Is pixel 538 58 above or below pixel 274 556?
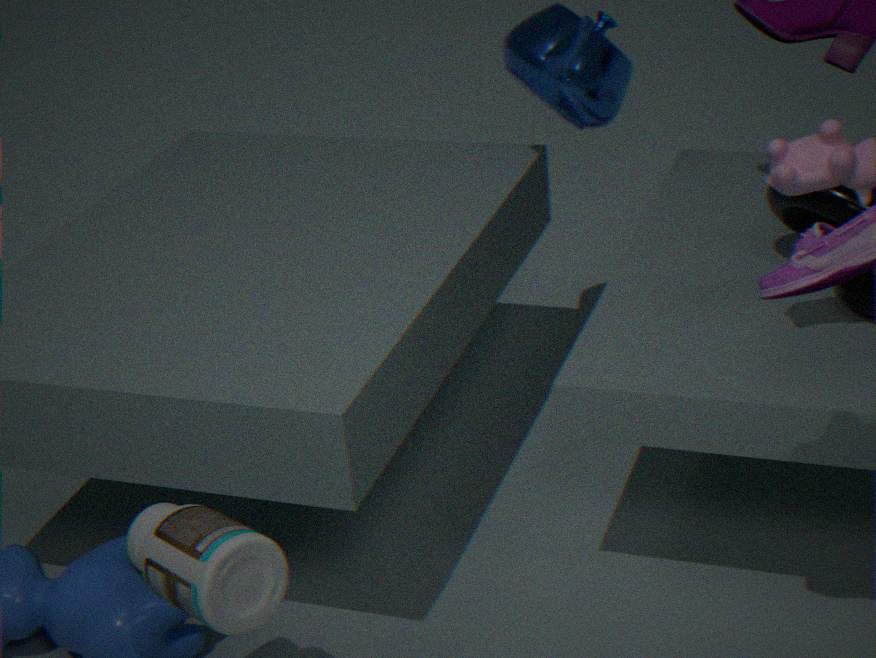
above
